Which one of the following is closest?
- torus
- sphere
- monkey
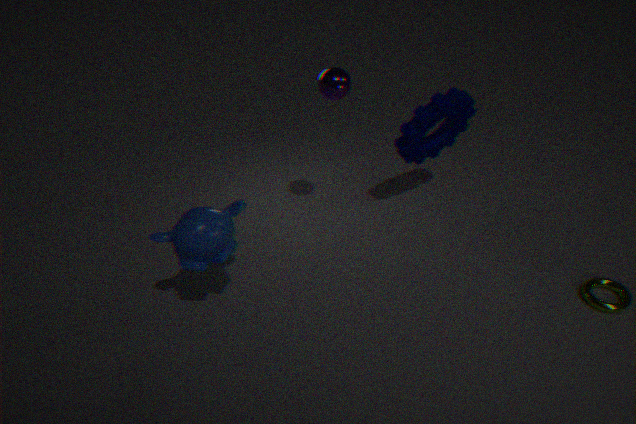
monkey
